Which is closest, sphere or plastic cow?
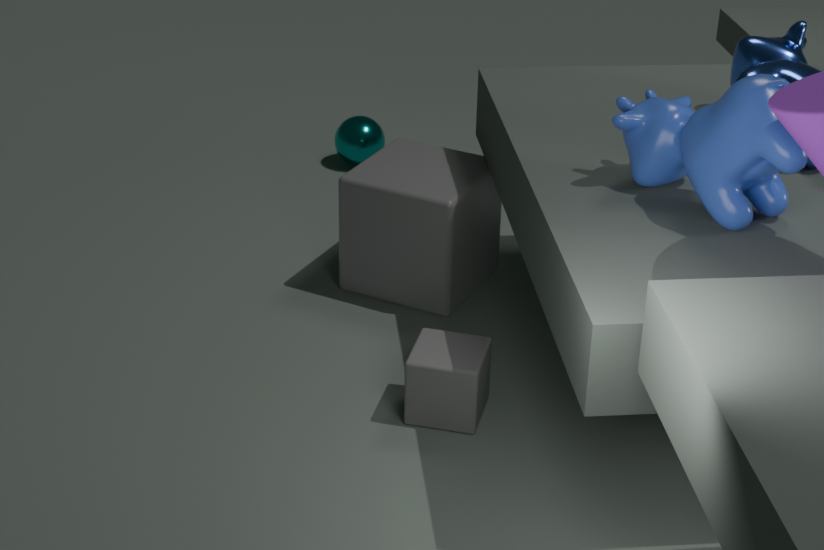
plastic cow
